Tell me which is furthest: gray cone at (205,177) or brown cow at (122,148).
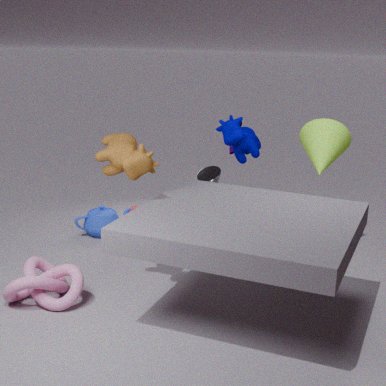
gray cone at (205,177)
